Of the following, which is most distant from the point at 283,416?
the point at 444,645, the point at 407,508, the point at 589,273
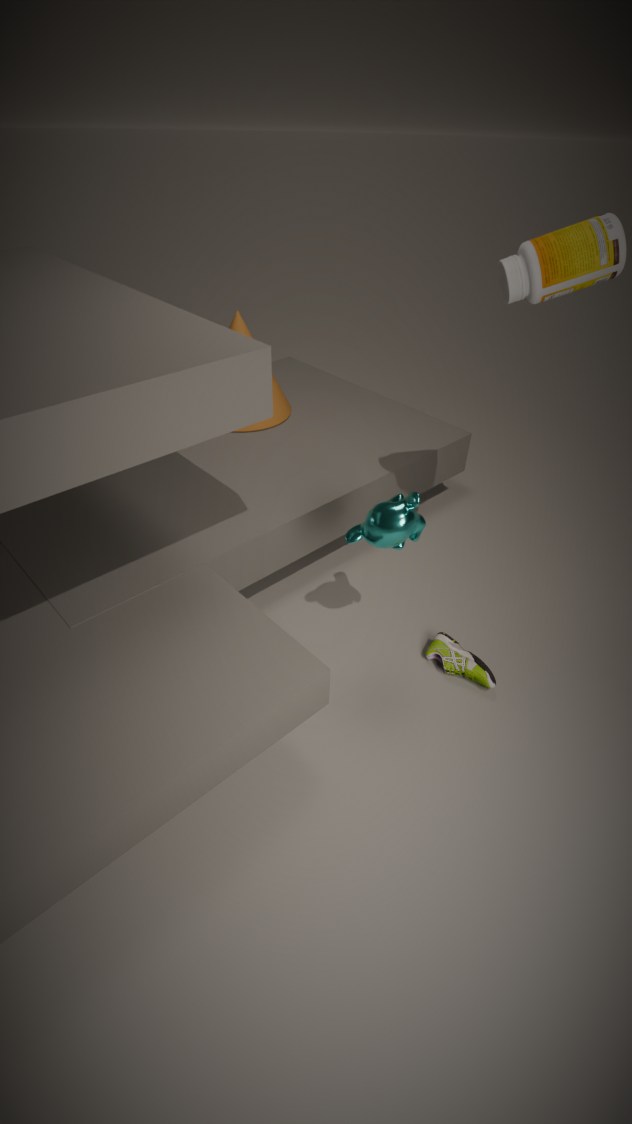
the point at 444,645
